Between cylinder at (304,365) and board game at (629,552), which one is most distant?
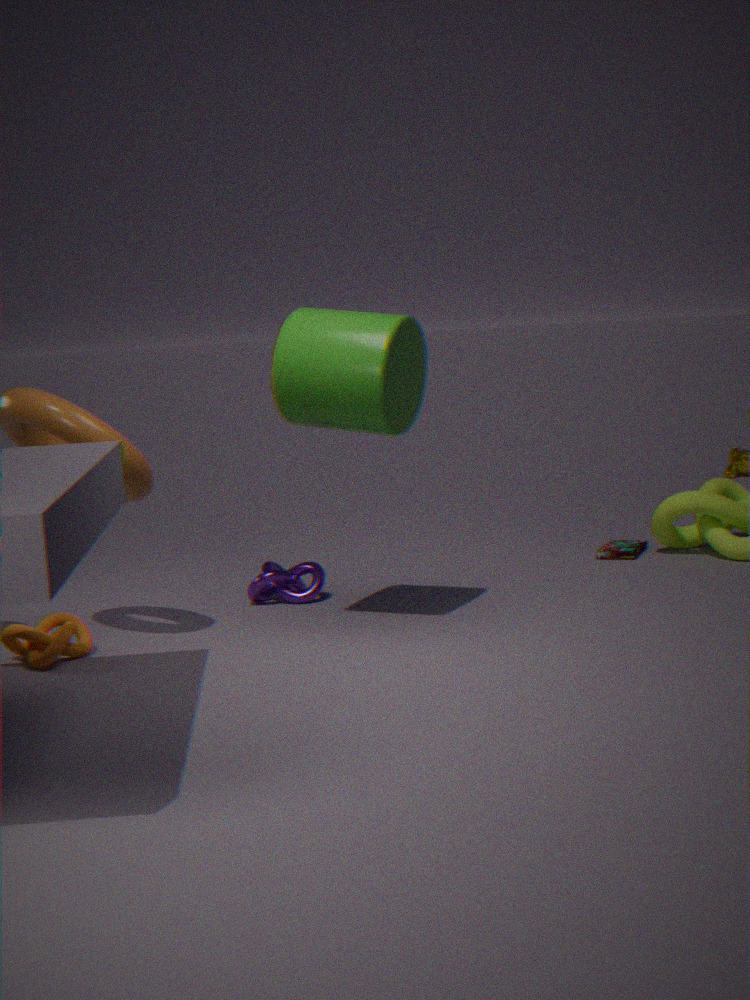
board game at (629,552)
